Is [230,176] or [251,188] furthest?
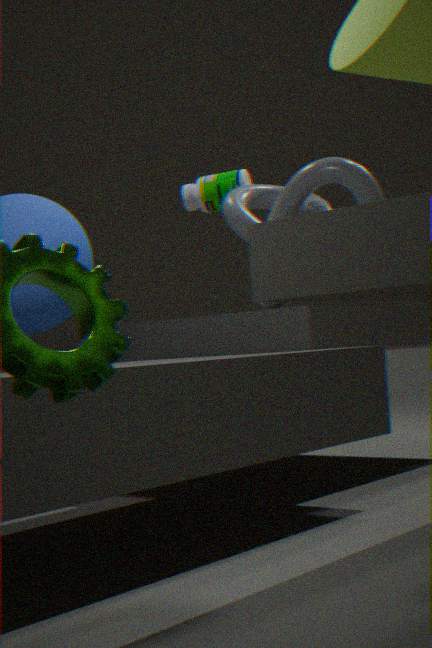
[230,176]
